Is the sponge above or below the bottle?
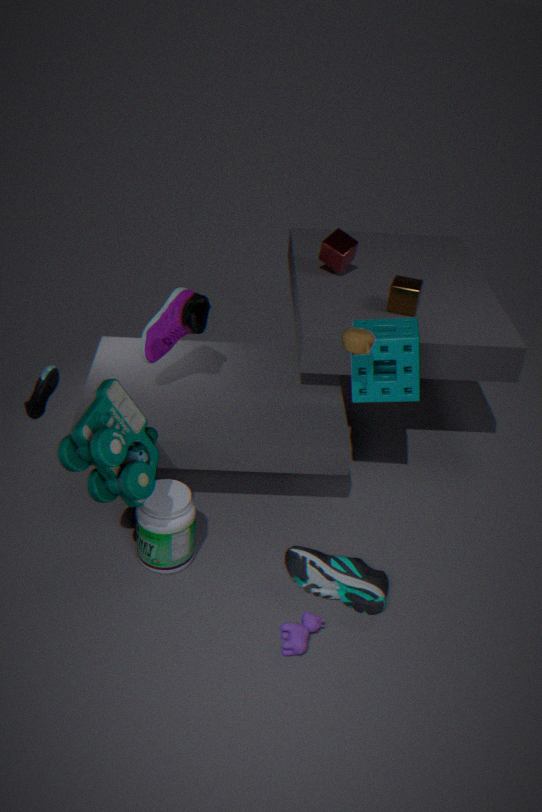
above
